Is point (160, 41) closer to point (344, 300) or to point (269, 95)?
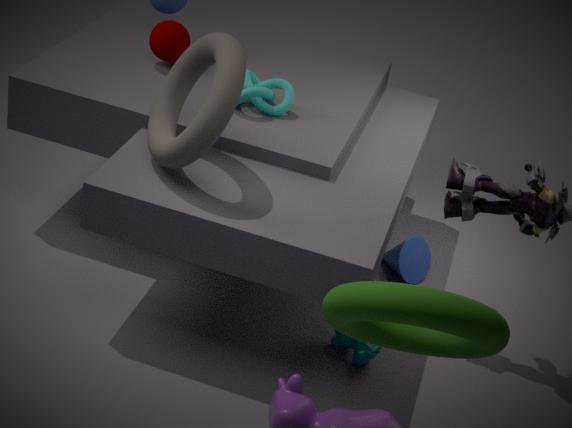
point (269, 95)
